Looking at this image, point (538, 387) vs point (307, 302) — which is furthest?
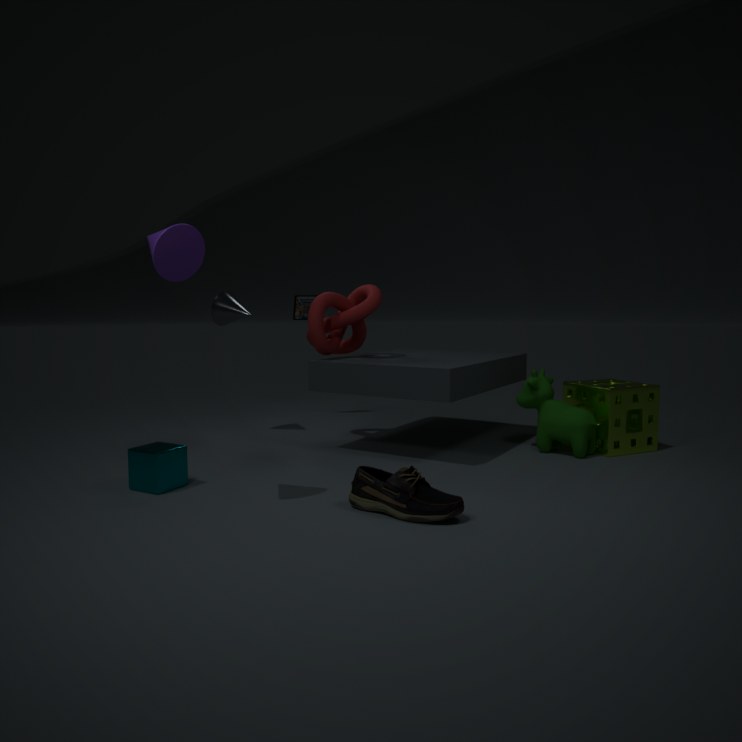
point (307, 302)
